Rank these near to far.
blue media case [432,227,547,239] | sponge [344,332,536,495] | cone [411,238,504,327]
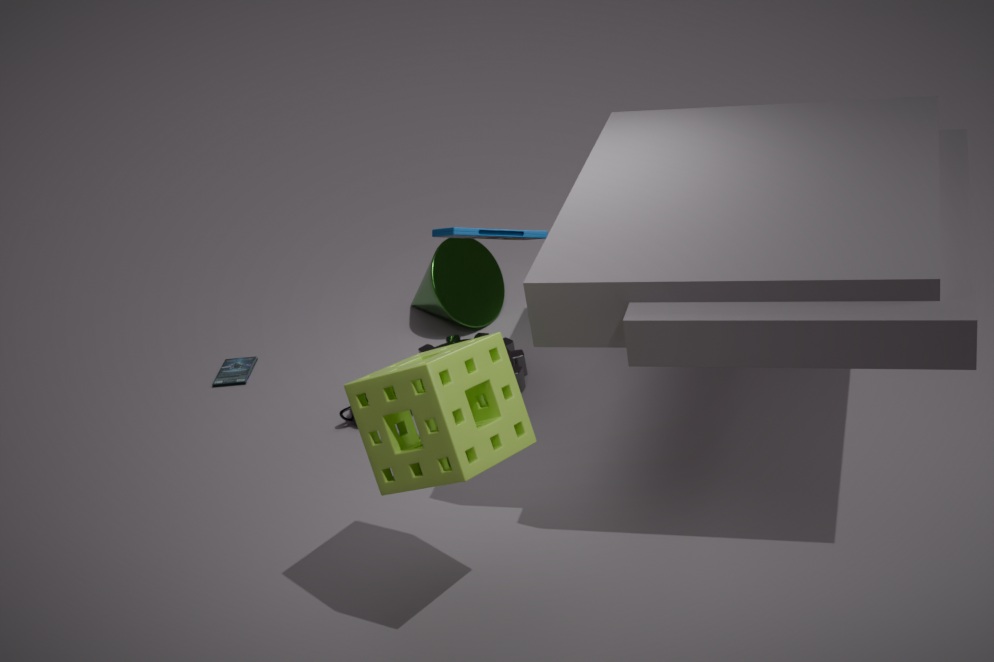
sponge [344,332,536,495] → blue media case [432,227,547,239] → cone [411,238,504,327]
